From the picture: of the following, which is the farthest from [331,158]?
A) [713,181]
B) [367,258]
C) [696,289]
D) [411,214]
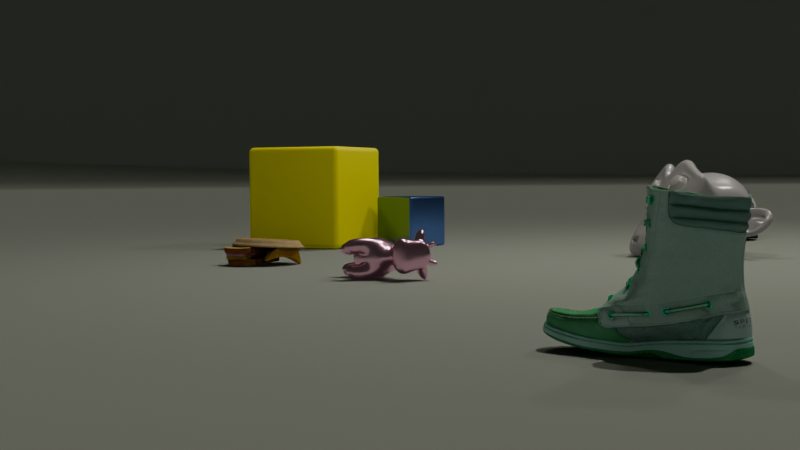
[696,289]
